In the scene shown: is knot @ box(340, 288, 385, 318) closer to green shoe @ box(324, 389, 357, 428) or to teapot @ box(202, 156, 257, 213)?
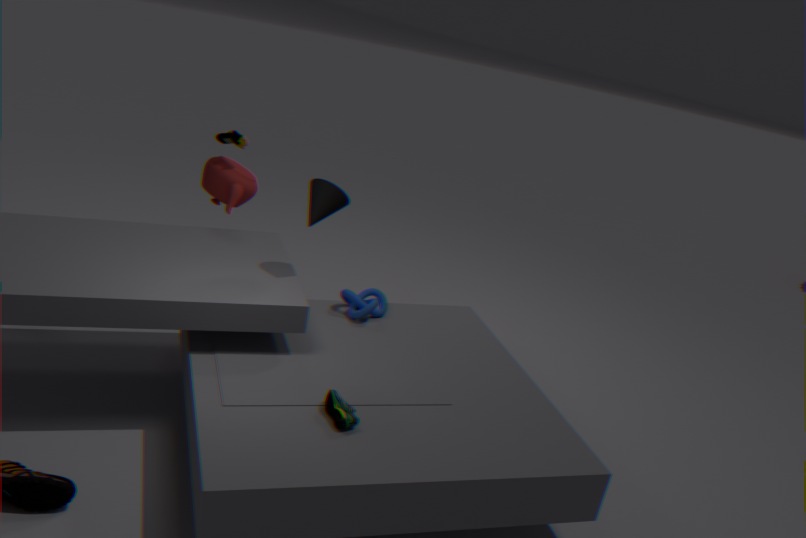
teapot @ box(202, 156, 257, 213)
